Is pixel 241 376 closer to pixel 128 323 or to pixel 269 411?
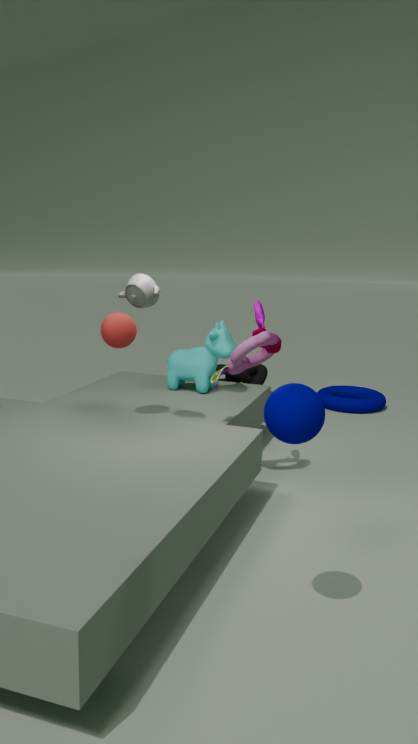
pixel 128 323
